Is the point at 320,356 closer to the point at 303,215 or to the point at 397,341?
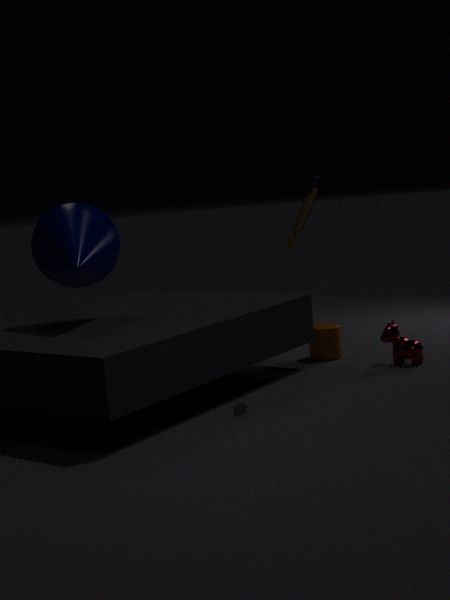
the point at 397,341
